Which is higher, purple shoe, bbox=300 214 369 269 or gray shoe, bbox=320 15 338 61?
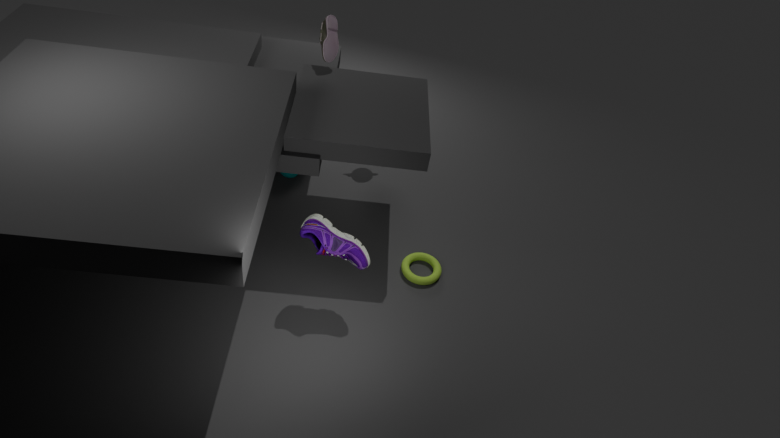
gray shoe, bbox=320 15 338 61
